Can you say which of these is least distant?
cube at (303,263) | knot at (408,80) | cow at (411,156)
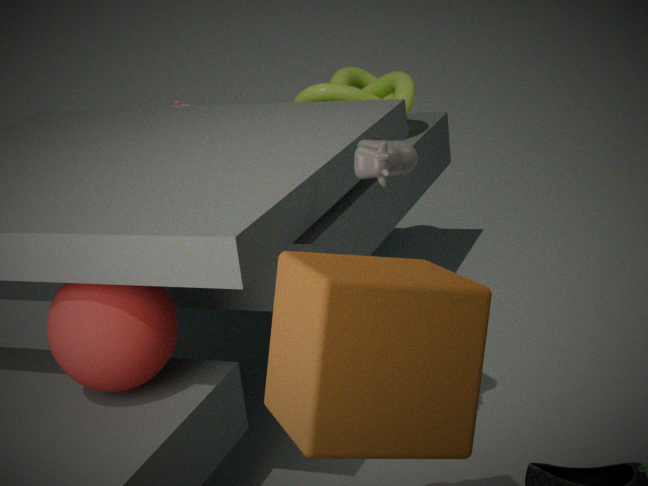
cube at (303,263)
